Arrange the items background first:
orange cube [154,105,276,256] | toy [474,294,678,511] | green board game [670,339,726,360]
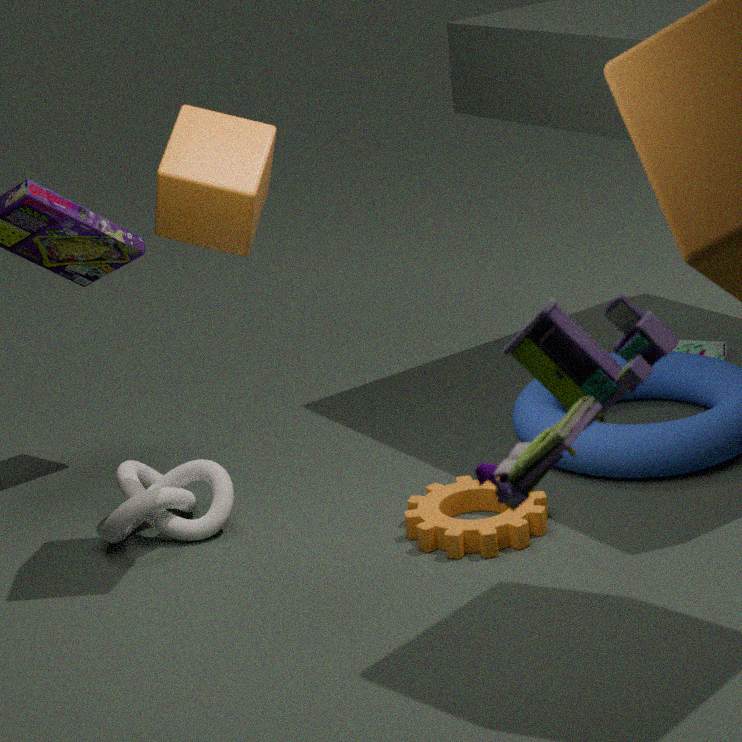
green board game [670,339,726,360] → orange cube [154,105,276,256] → toy [474,294,678,511]
